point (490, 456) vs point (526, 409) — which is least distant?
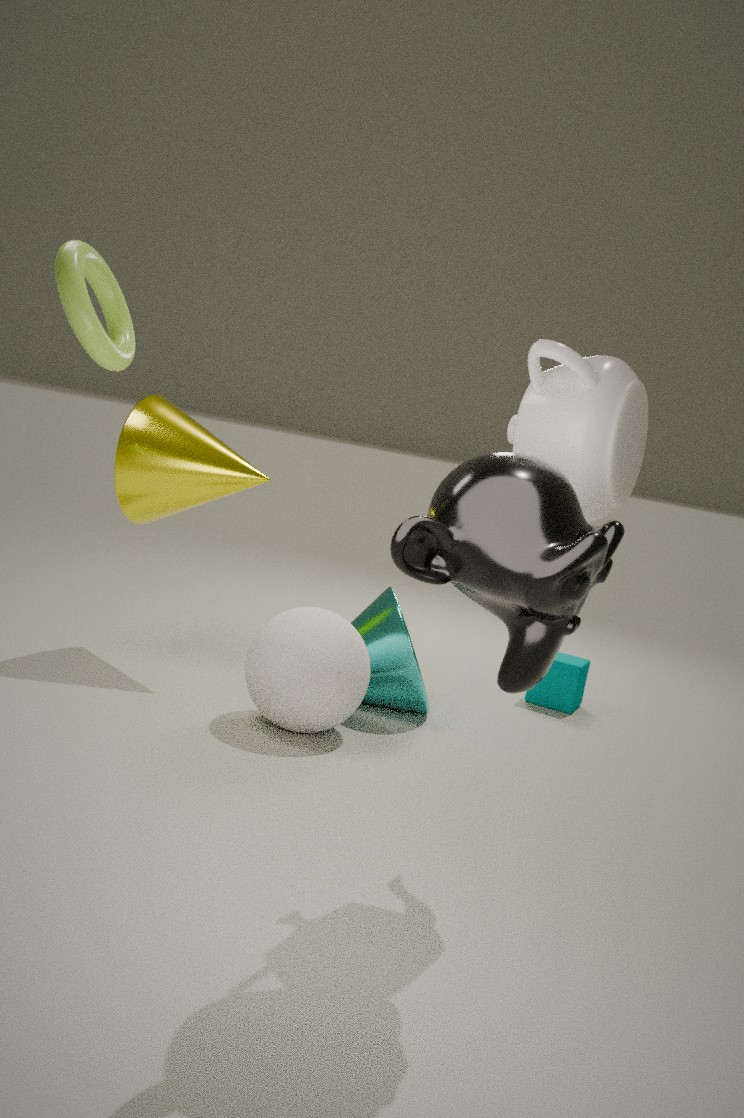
point (490, 456)
